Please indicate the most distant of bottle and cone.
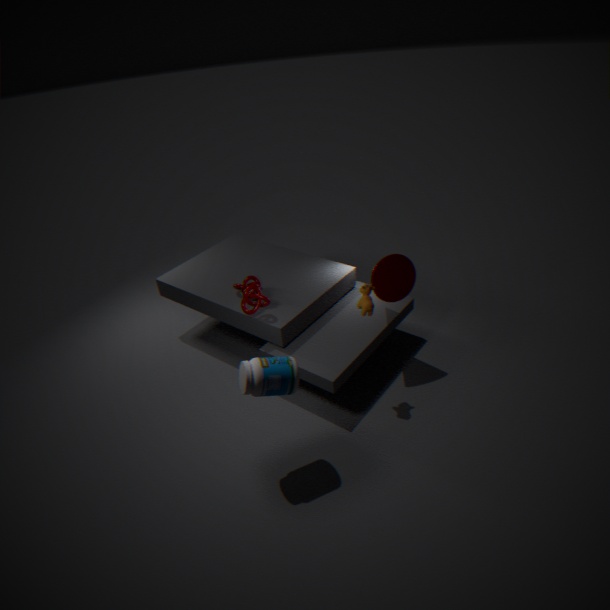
cone
